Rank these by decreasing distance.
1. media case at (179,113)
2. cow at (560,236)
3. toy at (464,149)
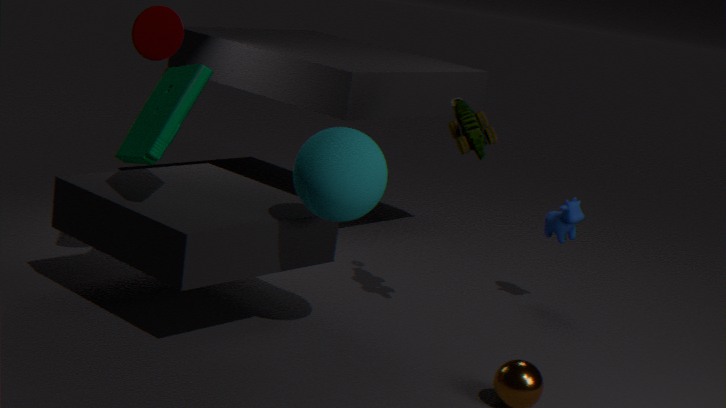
1. cow at (560,236)
2. toy at (464,149)
3. media case at (179,113)
